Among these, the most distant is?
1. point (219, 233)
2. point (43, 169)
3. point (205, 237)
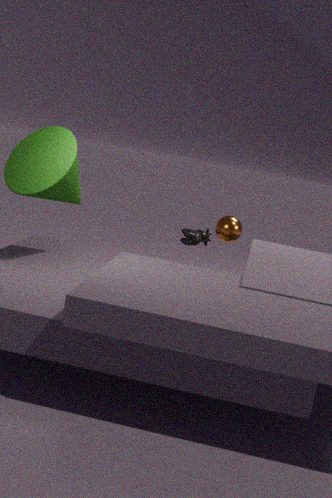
point (205, 237)
